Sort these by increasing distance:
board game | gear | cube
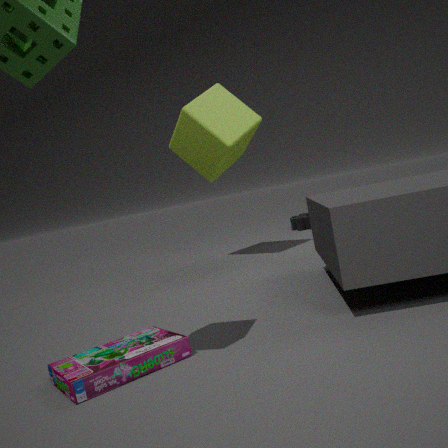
board game < cube < gear
